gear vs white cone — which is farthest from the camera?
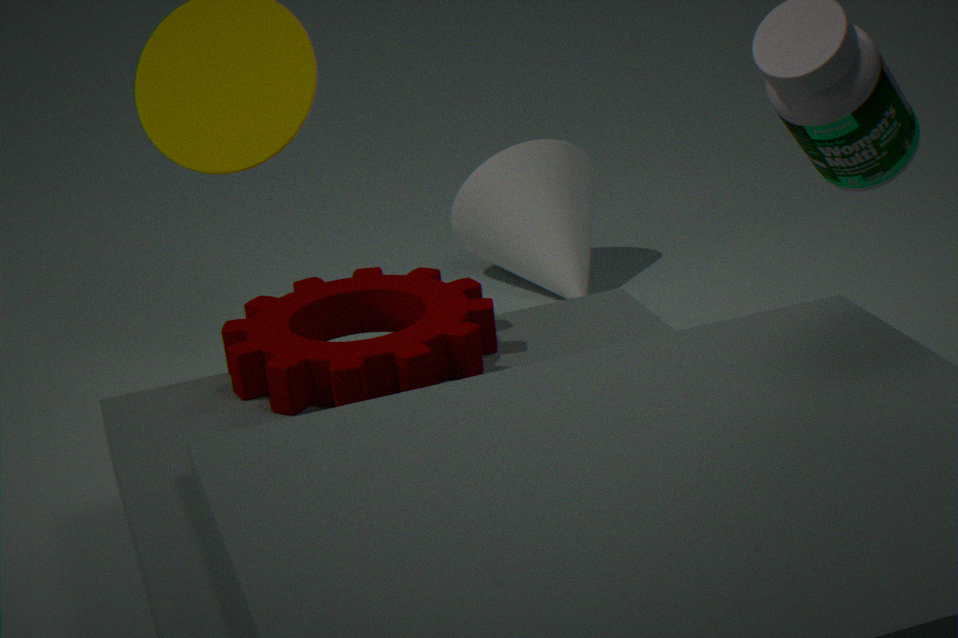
white cone
